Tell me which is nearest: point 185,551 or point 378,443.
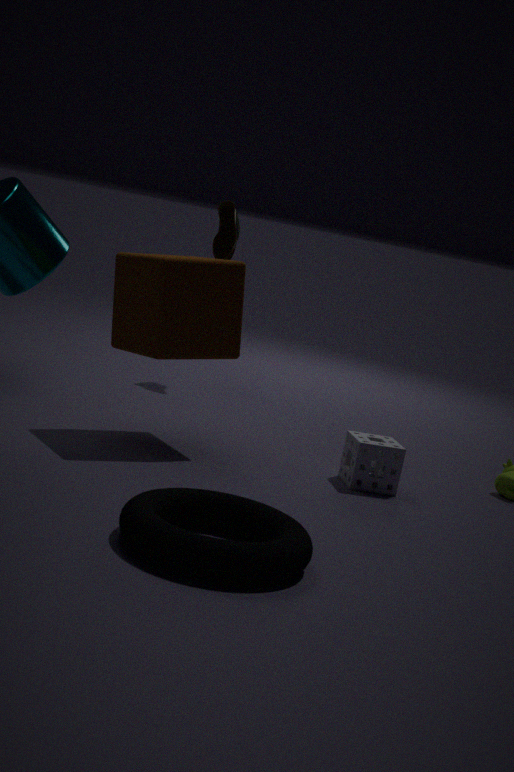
point 185,551
